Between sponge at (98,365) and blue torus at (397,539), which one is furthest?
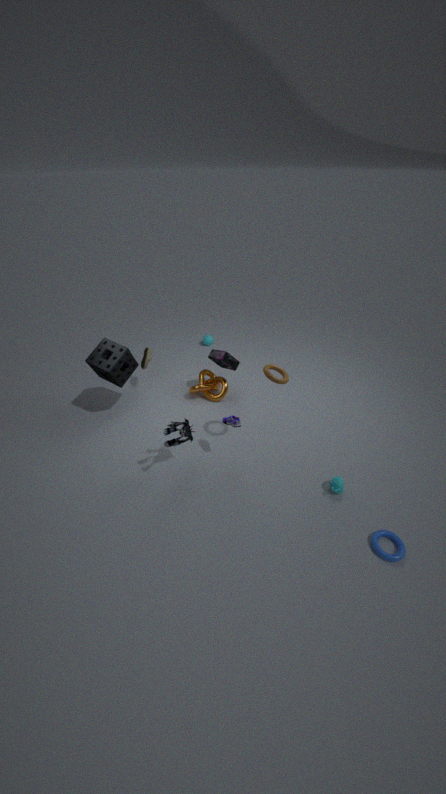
sponge at (98,365)
